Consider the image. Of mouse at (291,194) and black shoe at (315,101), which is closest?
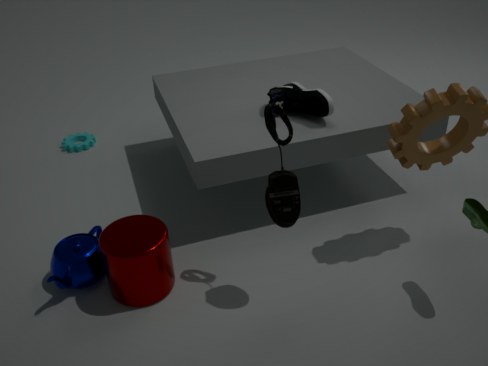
mouse at (291,194)
